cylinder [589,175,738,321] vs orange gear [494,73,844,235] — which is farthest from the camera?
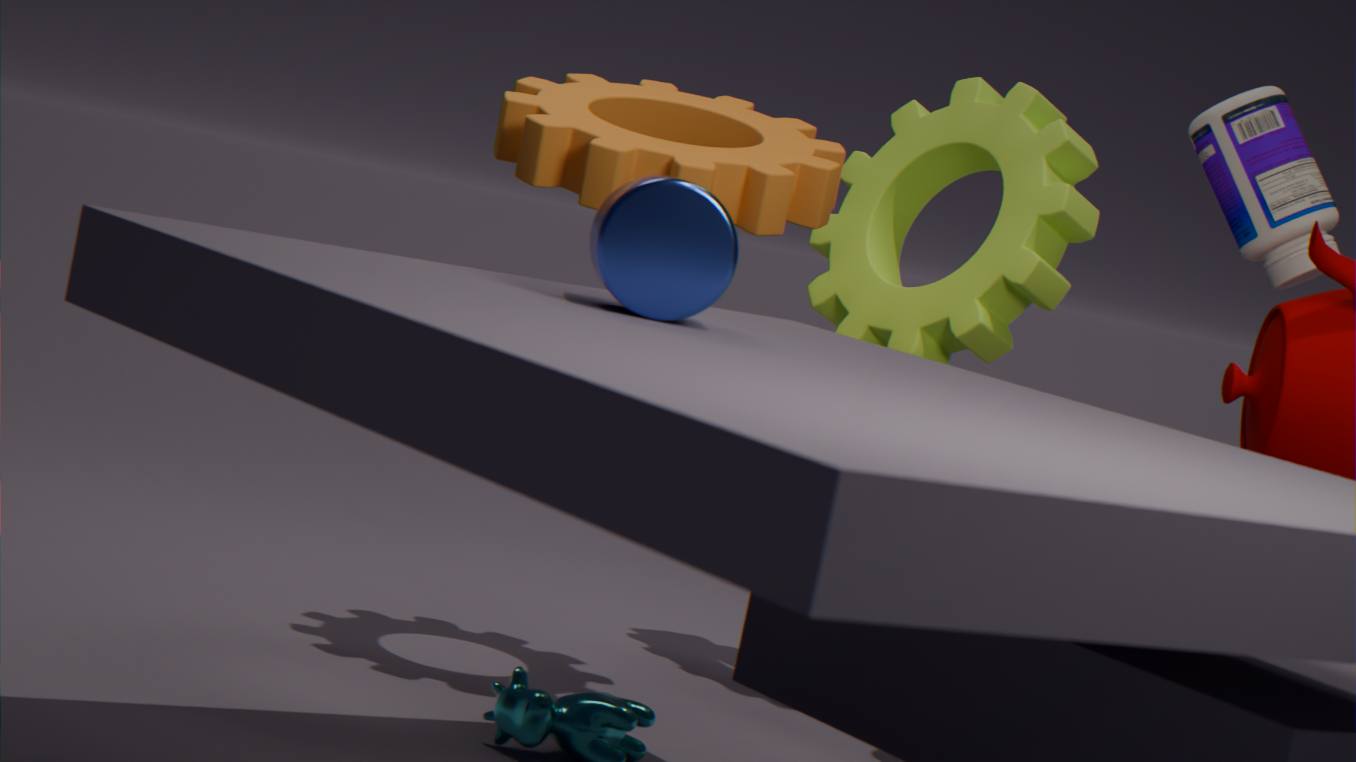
orange gear [494,73,844,235]
